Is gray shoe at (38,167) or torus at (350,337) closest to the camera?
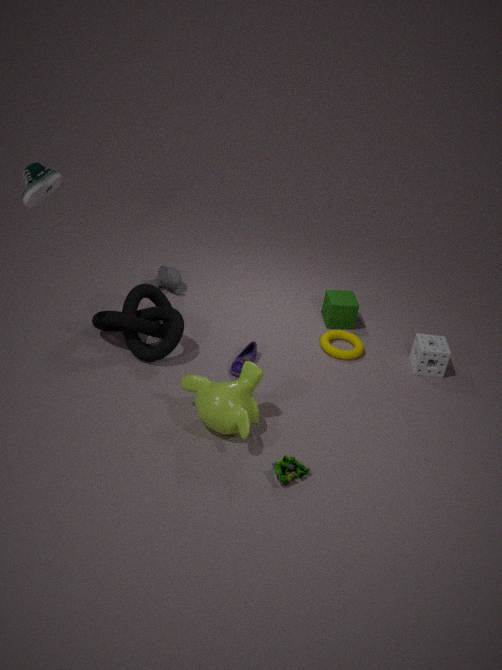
gray shoe at (38,167)
